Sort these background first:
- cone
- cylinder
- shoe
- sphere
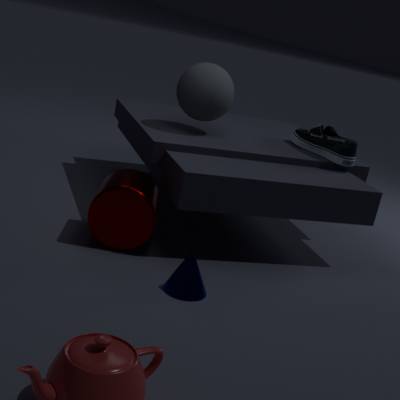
shoe → sphere → cylinder → cone
